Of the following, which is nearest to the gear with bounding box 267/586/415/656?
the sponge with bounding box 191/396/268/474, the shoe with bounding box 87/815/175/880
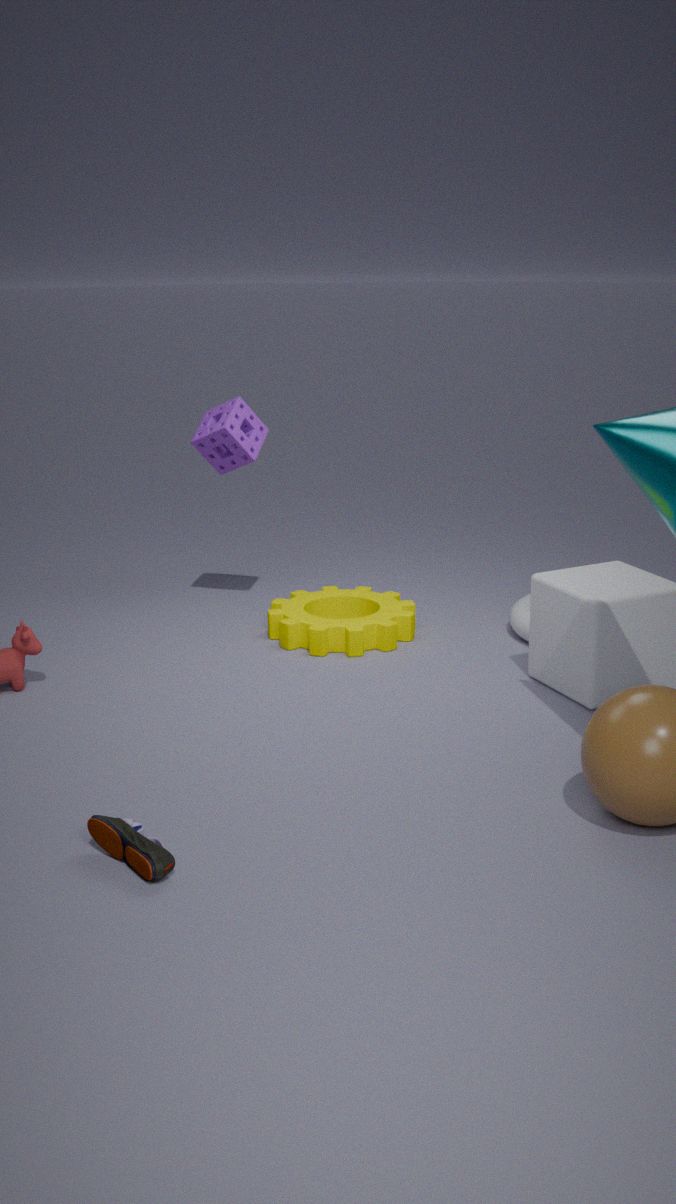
the sponge with bounding box 191/396/268/474
